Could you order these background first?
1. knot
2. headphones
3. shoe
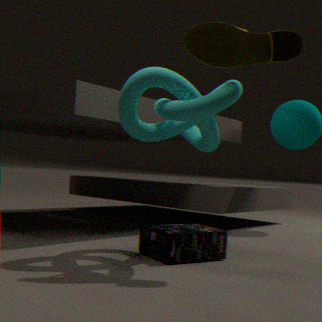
1. headphones
2. shoe
3. knot
